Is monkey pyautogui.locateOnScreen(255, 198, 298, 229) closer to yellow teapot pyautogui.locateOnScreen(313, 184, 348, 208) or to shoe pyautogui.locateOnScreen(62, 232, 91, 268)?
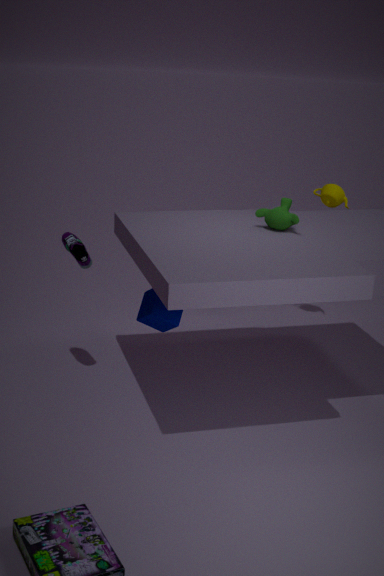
yellow teapot pyautogui.locateOnScreen(313, 184, 348, 208)
